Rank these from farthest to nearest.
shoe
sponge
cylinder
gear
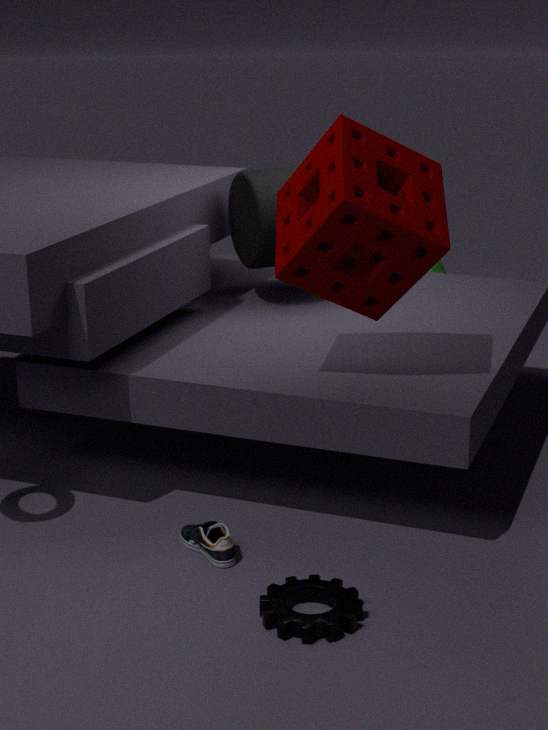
1. cylinder
2. shoe
3. sponge
4. gear
